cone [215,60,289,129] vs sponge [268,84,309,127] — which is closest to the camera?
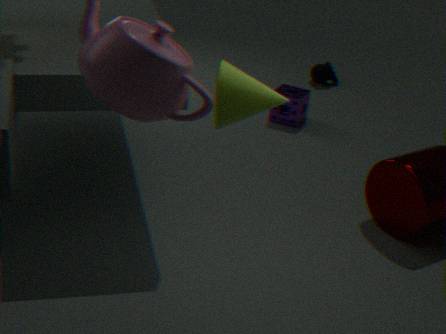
cone [215,60,289,129]
